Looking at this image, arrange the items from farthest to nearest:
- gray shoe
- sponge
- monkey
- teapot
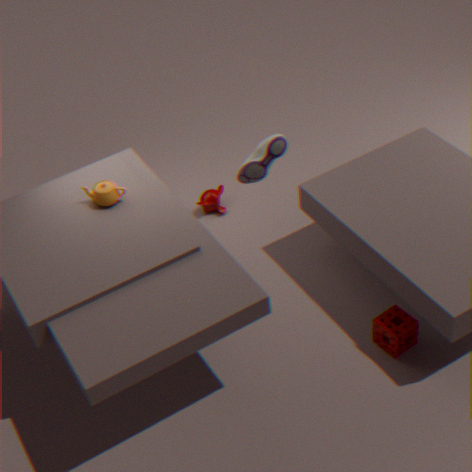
monkey
teapot
sponge
gray shoe
